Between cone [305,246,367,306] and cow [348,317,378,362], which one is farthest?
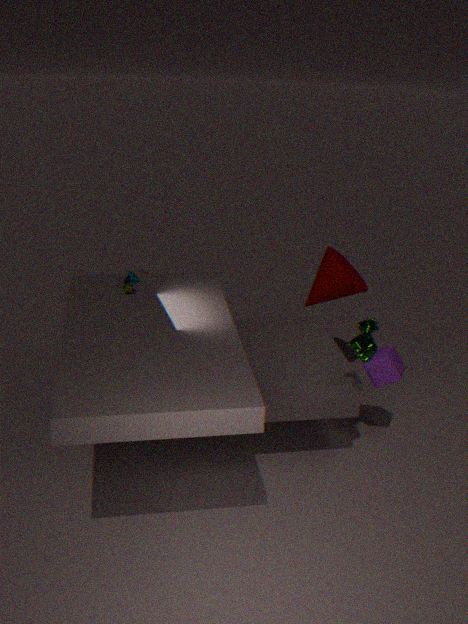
cone [305,246,367,306]
